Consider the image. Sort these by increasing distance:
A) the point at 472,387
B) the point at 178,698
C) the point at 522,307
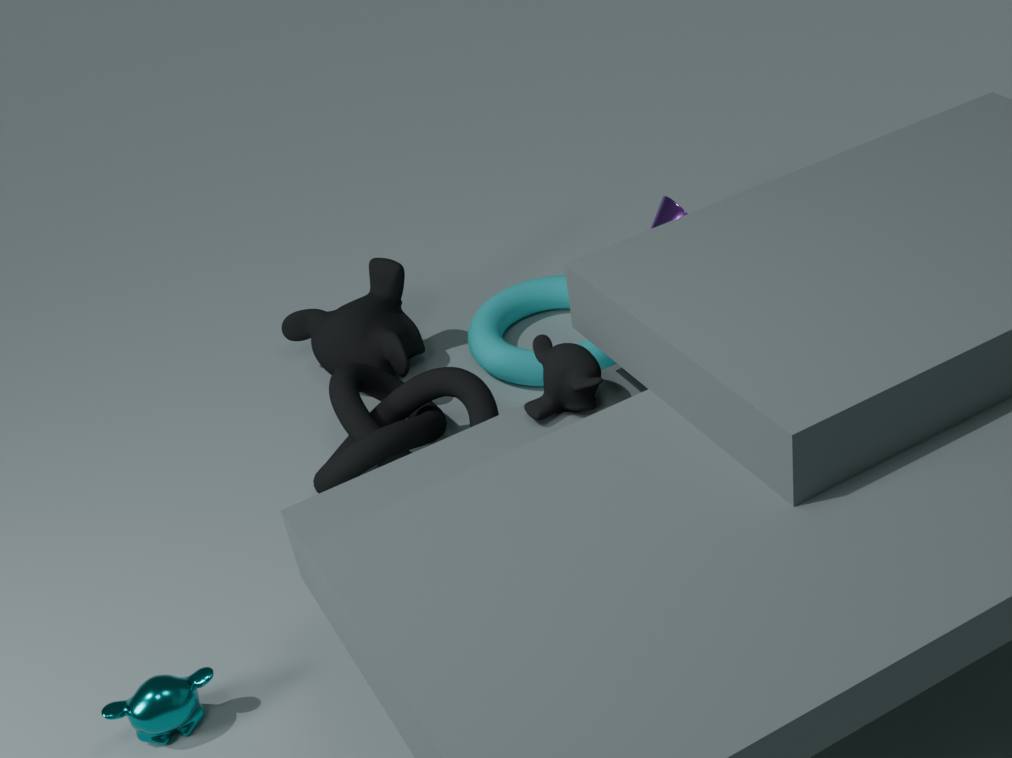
1. B. the point at 178,698
2. A. the point at 472,387
3. C. the point at 522,307
